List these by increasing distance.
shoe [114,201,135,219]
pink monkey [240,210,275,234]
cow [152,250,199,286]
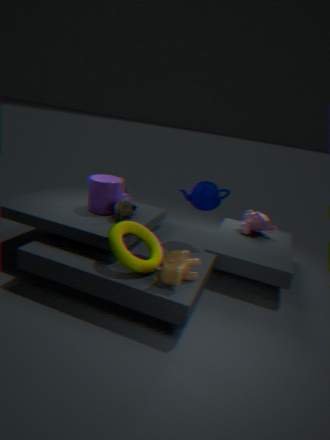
1. cow [152,250,199,286]
2. shoe [114,201,135,219]
3. pink monkey [240,210,275,234]
